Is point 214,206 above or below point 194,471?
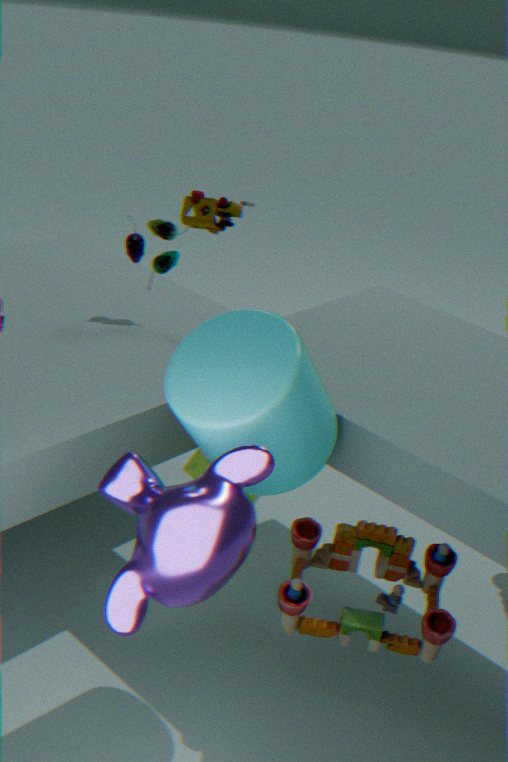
above
